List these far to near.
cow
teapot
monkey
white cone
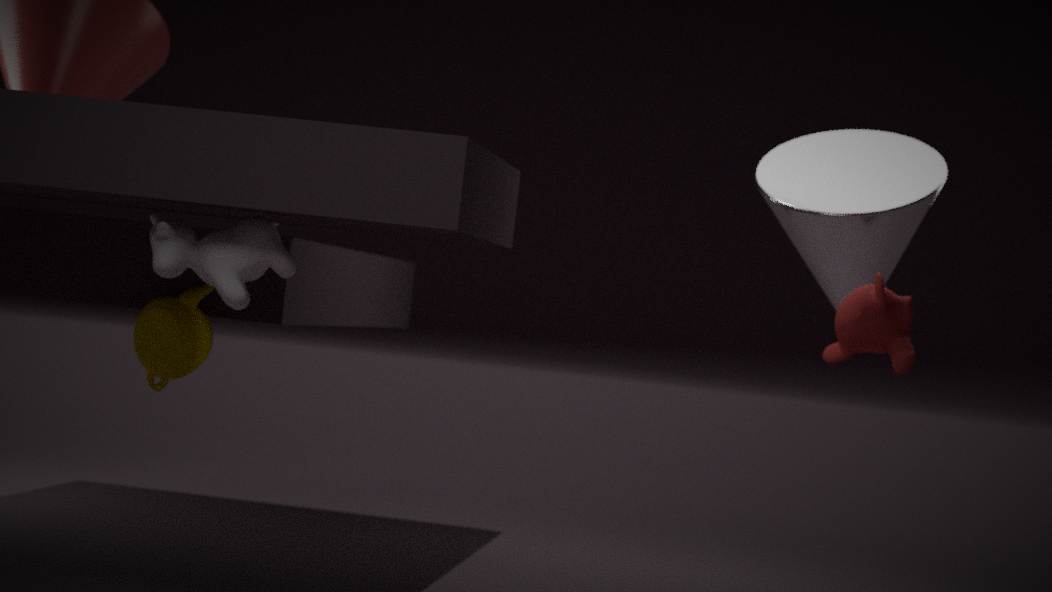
white cone
monkey
teapot
cow
